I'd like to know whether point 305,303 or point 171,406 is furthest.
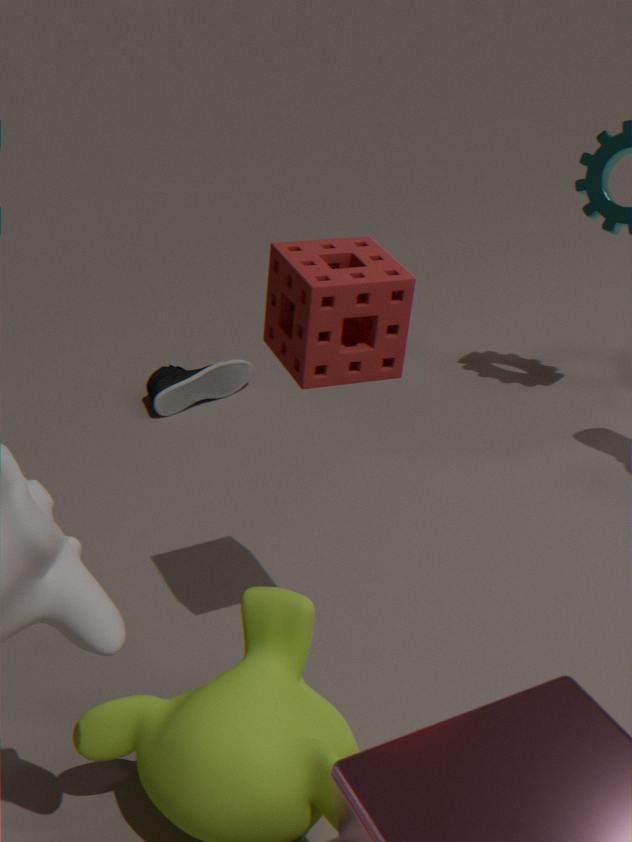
point 171,406
